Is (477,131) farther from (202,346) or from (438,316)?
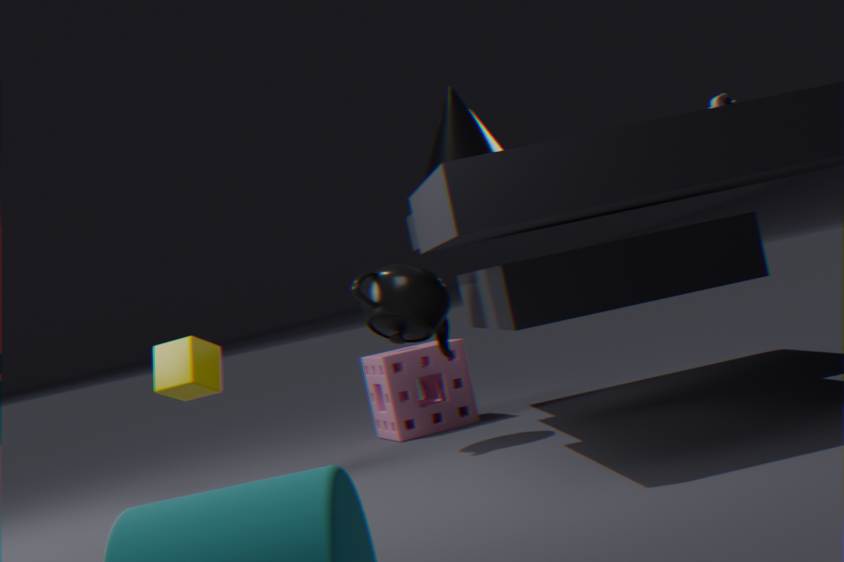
(202,346)
